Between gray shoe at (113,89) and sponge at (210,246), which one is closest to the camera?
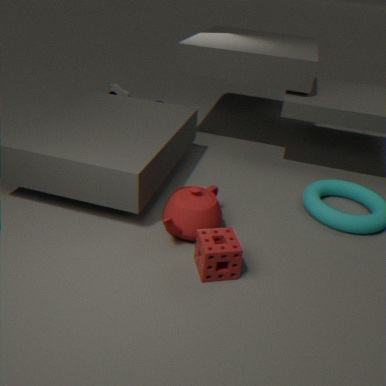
sponge at (210,246)
